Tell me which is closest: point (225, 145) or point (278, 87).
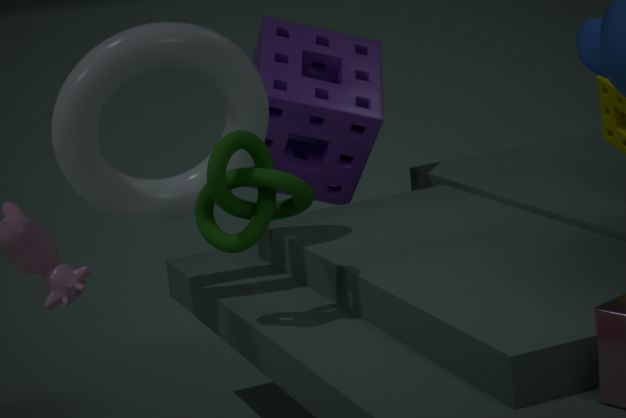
point (225, 145)
